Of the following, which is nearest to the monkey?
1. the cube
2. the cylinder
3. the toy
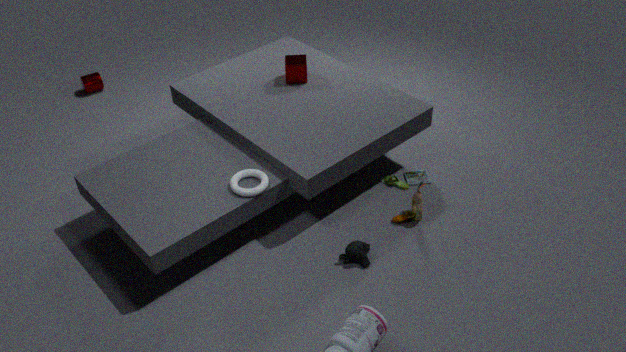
the toy
